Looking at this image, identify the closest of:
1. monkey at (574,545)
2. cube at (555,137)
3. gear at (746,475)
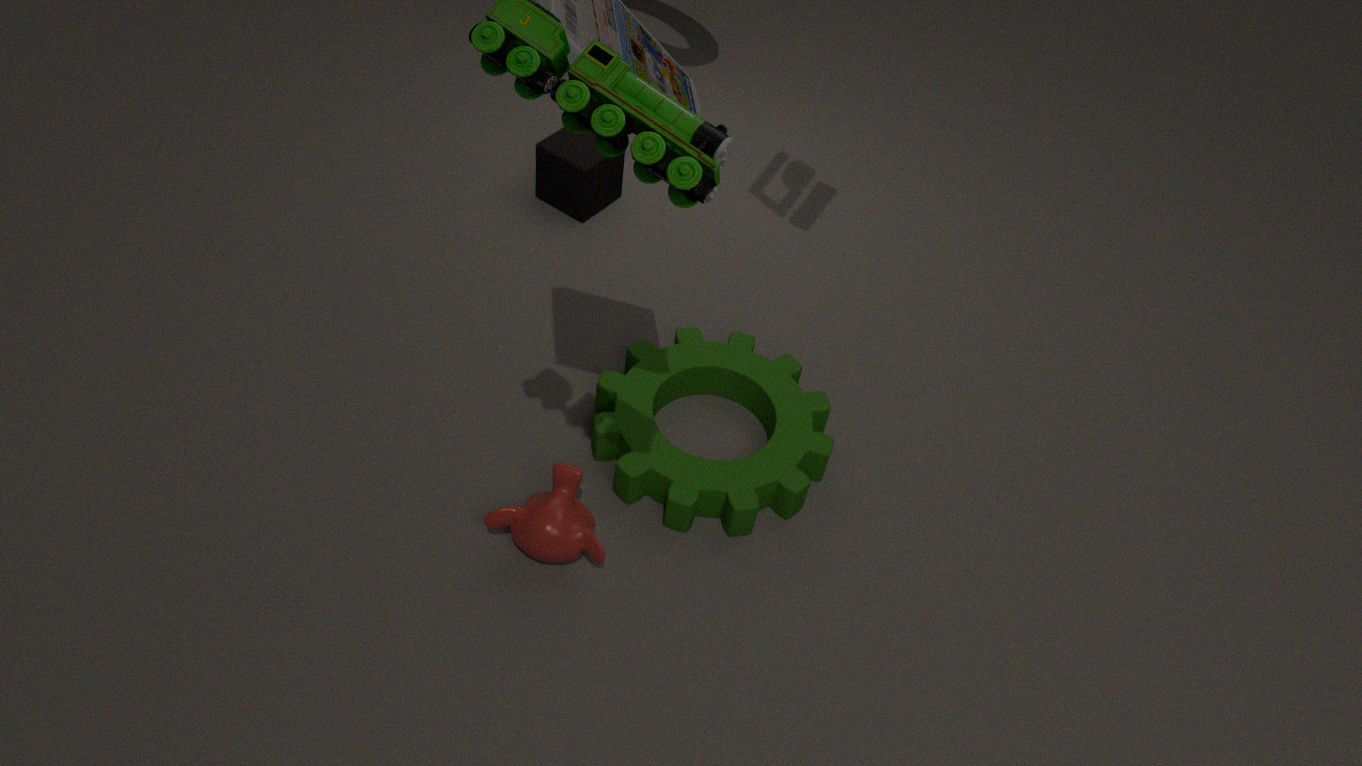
monkey at (574,545)
